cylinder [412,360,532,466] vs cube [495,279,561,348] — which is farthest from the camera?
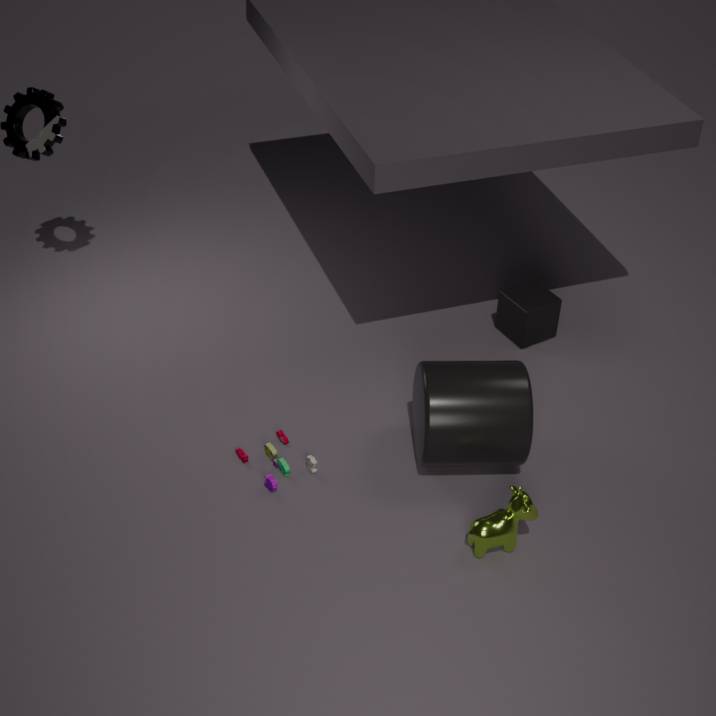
cube [495,279,561,348]
